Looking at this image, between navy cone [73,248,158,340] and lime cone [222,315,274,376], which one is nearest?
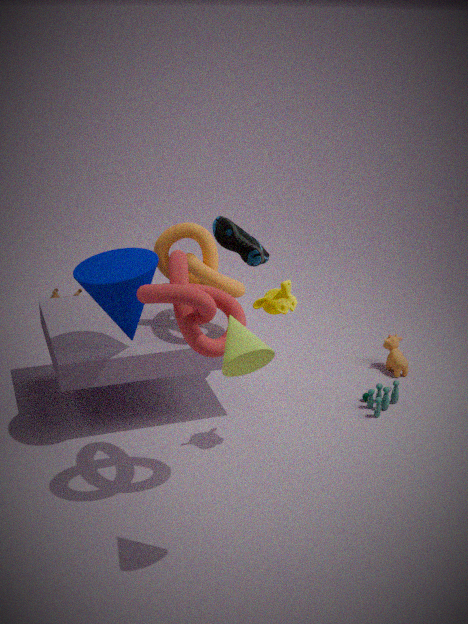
lime cone [222,315,274,376]
